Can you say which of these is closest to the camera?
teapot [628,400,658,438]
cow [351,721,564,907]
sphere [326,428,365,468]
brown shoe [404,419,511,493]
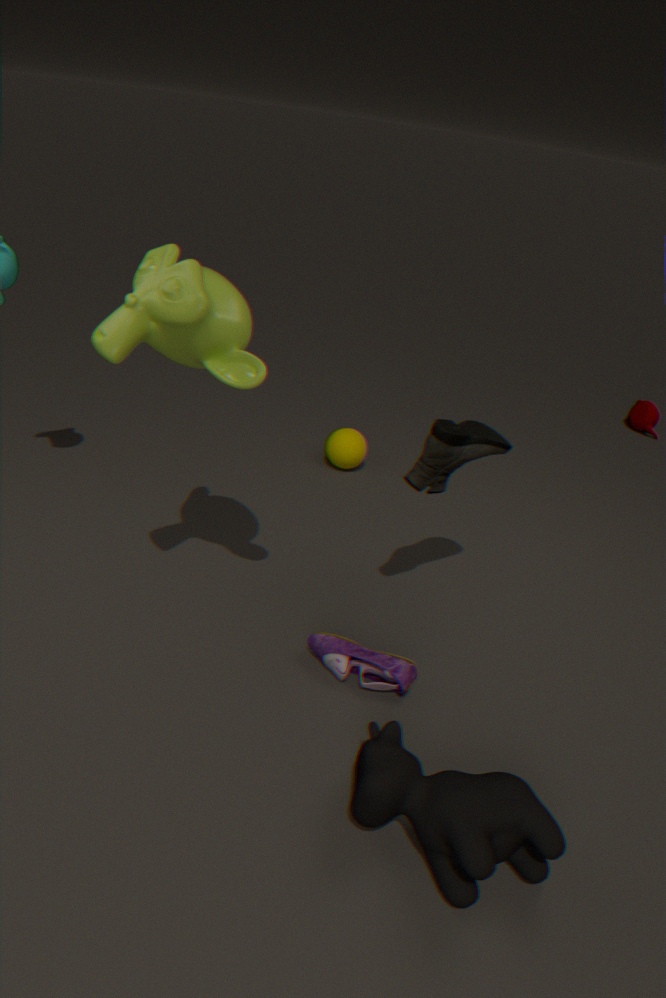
cow [351,721,564,907]
